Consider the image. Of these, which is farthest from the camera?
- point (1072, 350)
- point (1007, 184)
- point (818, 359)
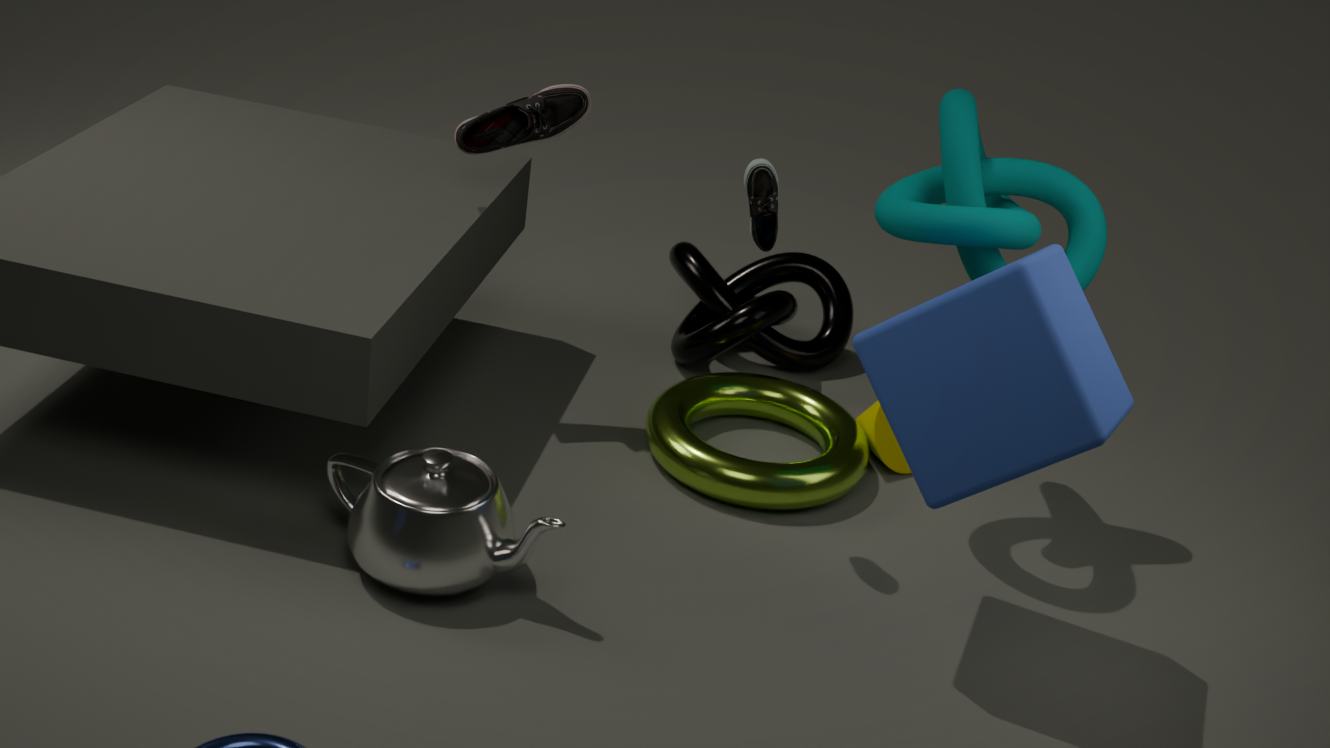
point (818, 359)
